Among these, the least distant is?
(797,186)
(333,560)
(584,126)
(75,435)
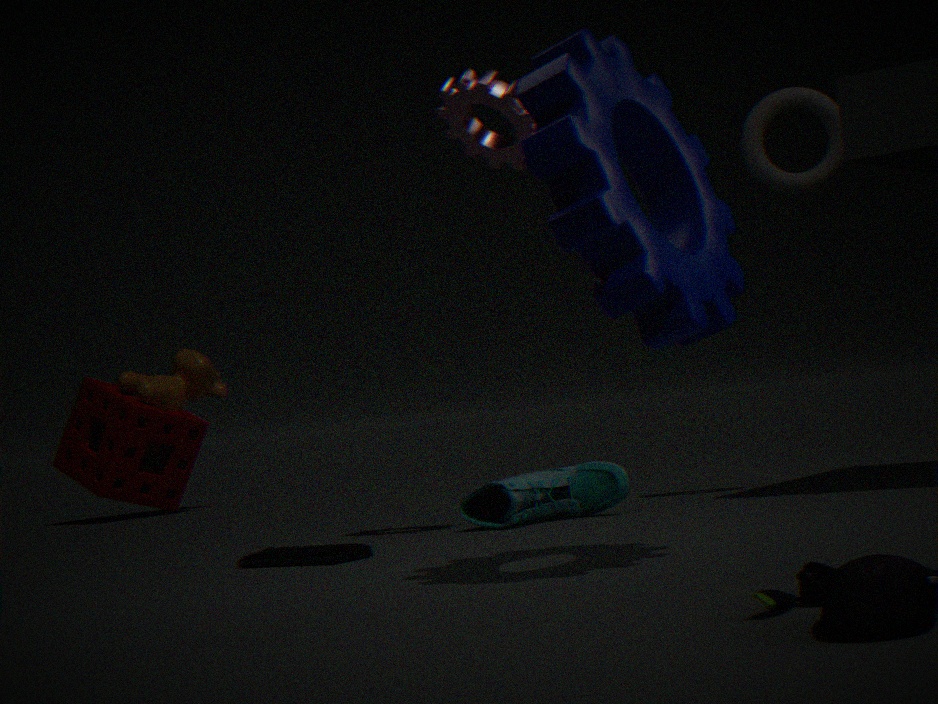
(584,126)
